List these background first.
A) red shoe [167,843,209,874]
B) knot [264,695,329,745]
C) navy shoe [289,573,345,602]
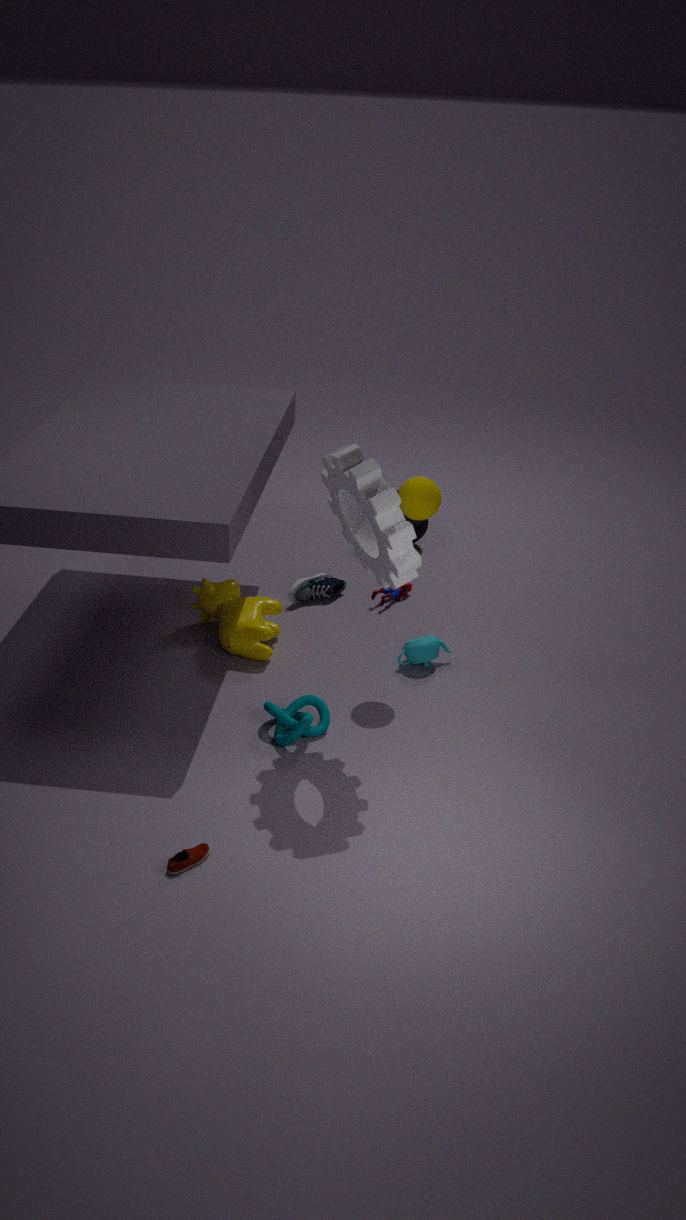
navy shoe [289,573,345,602], knot [264,695,329,745], red shoe [167,843,209,874]
